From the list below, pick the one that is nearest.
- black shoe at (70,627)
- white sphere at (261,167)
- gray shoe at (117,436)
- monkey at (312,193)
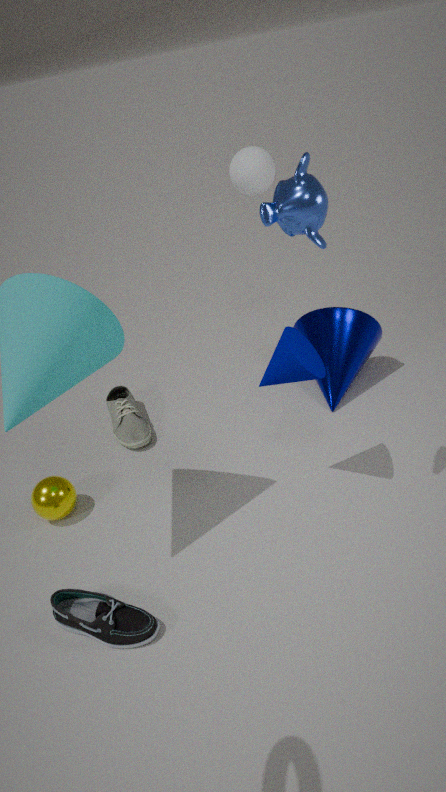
monkey at (312,193)
